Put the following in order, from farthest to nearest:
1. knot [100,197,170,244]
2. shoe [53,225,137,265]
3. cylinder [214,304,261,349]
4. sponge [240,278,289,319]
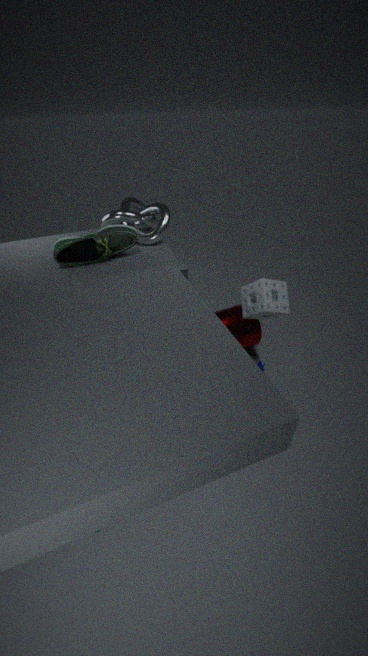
cylinder [214,304,261,349]
knot [100,197,170,244]
shoe [53,225,137,265]
sponge [240,278,289,319]
